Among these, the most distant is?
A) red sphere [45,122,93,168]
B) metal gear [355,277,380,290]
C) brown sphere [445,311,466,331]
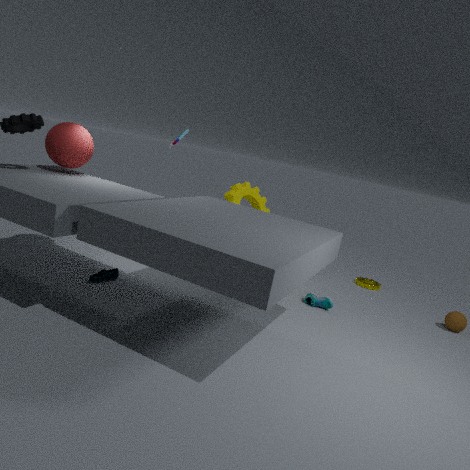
metal gear [355,277,380,290]
